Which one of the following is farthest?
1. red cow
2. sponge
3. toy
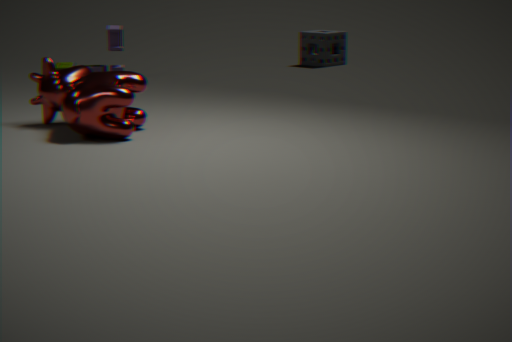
sponge
